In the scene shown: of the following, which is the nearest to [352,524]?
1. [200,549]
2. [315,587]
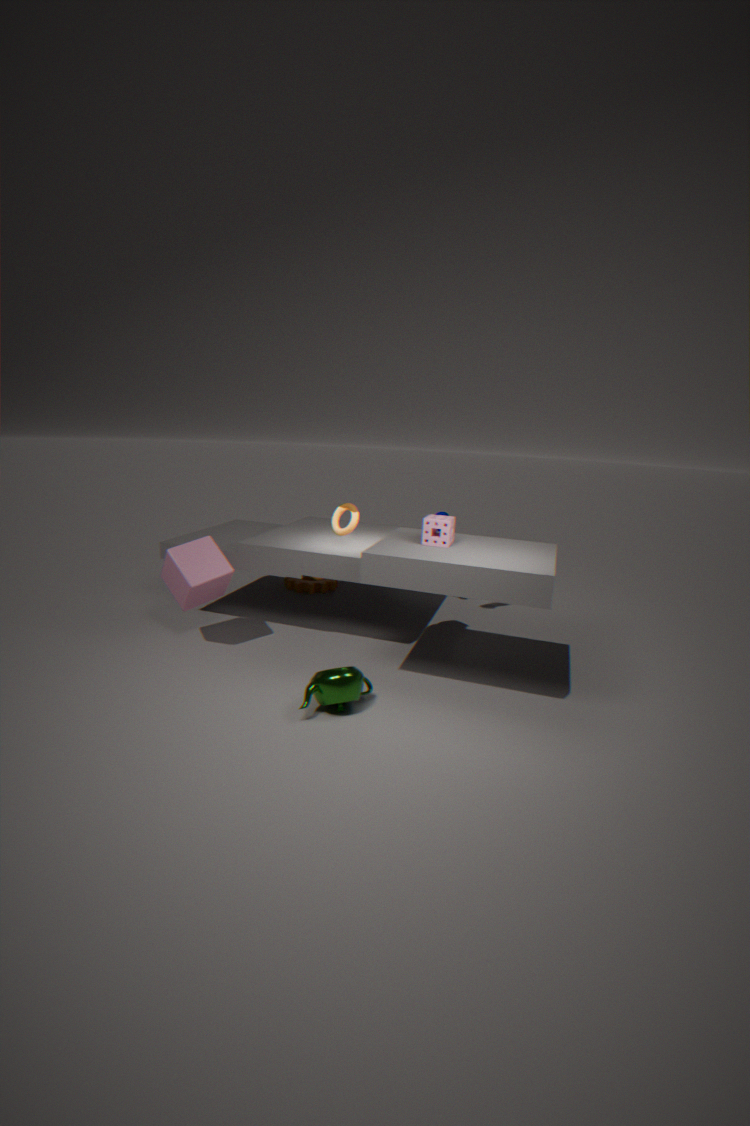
[200,549]
